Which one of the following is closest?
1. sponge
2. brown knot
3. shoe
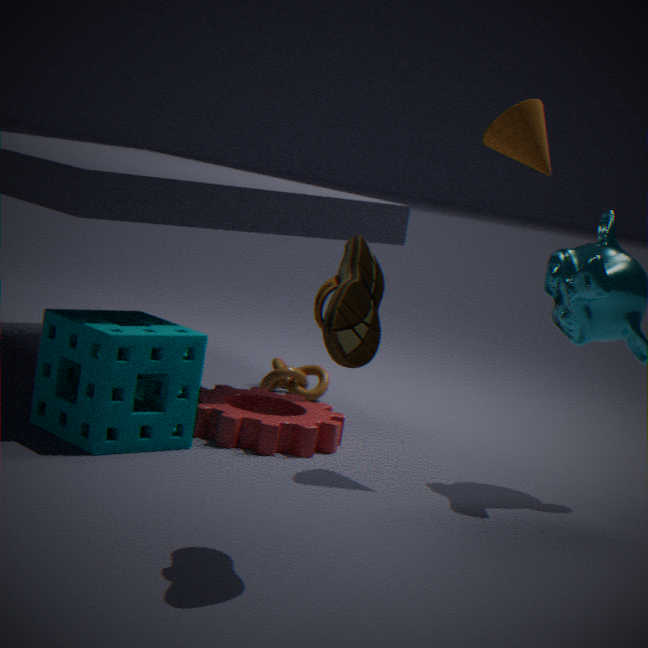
shoe
